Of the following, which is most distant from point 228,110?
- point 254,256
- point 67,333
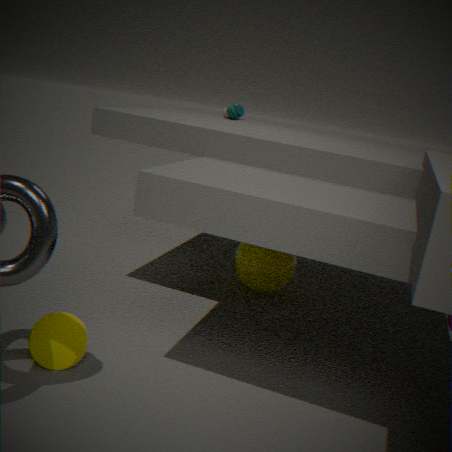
point 67,333
